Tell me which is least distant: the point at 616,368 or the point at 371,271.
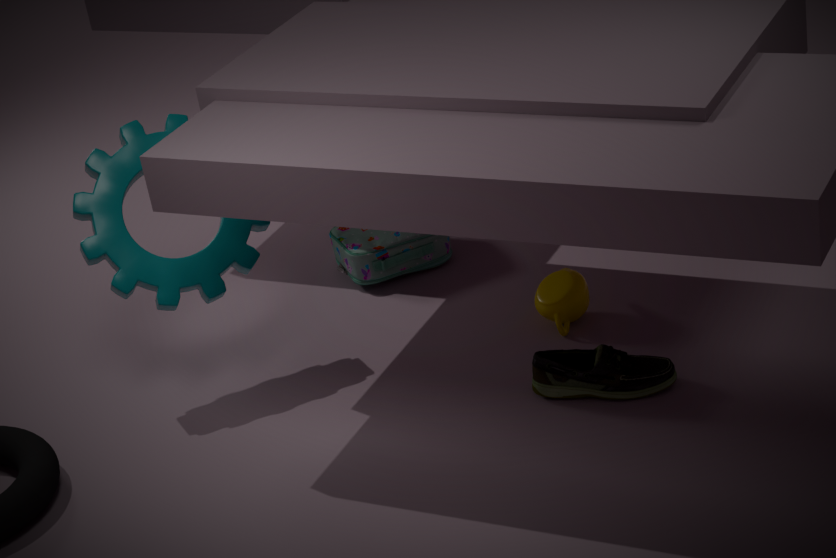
the point at 616,368
